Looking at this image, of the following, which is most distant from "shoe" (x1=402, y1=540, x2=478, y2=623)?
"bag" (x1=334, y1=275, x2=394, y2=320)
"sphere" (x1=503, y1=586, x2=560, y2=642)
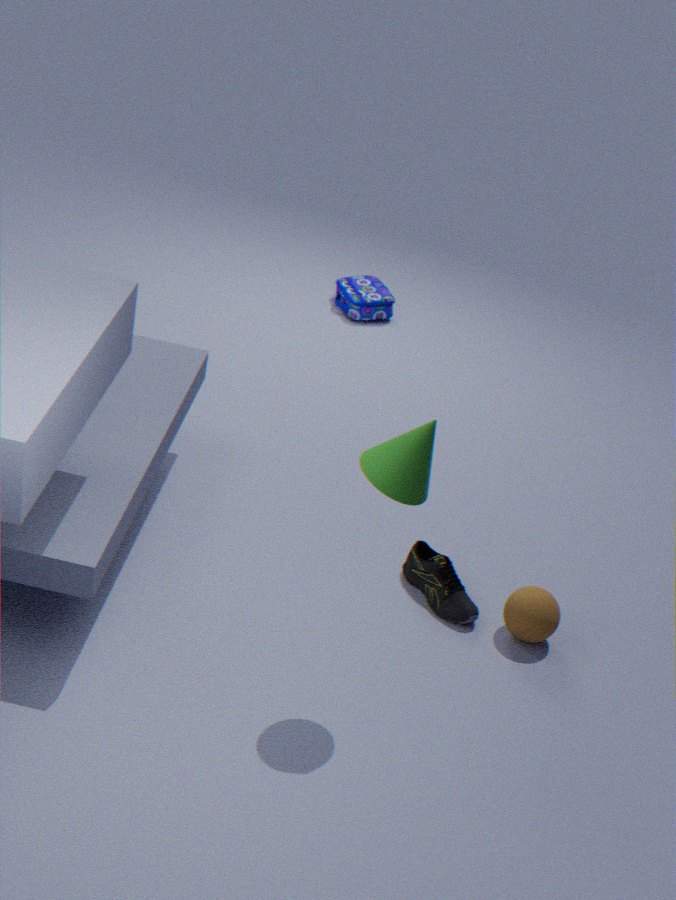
"bag" (x1=334, y1=275, x2=394, y2=320)
